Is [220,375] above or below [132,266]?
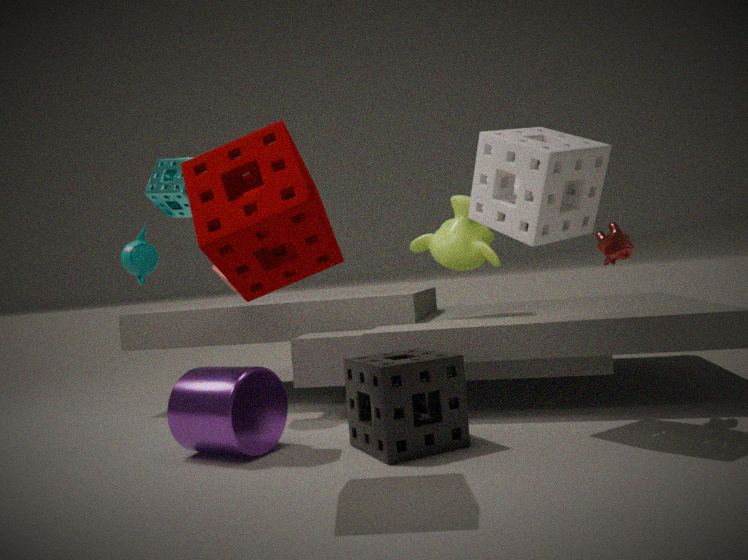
below
